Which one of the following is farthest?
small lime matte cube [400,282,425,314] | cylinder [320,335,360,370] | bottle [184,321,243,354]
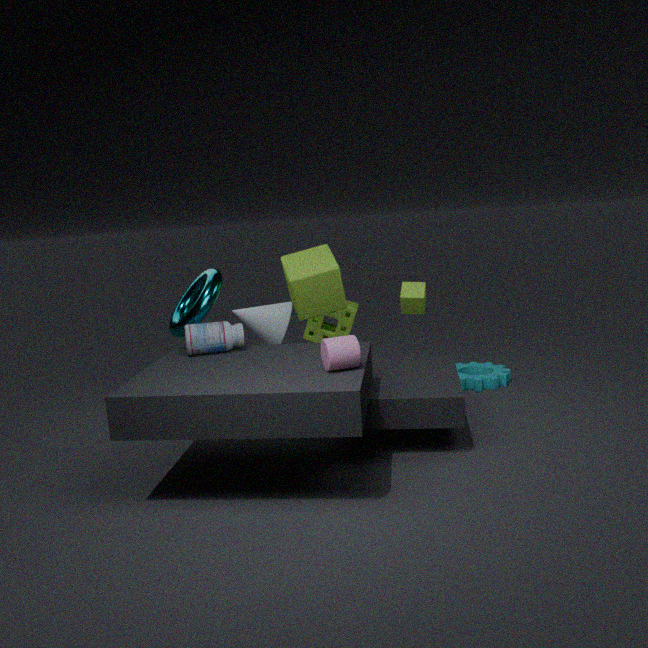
small lime matte cube [400,282,425,314]
